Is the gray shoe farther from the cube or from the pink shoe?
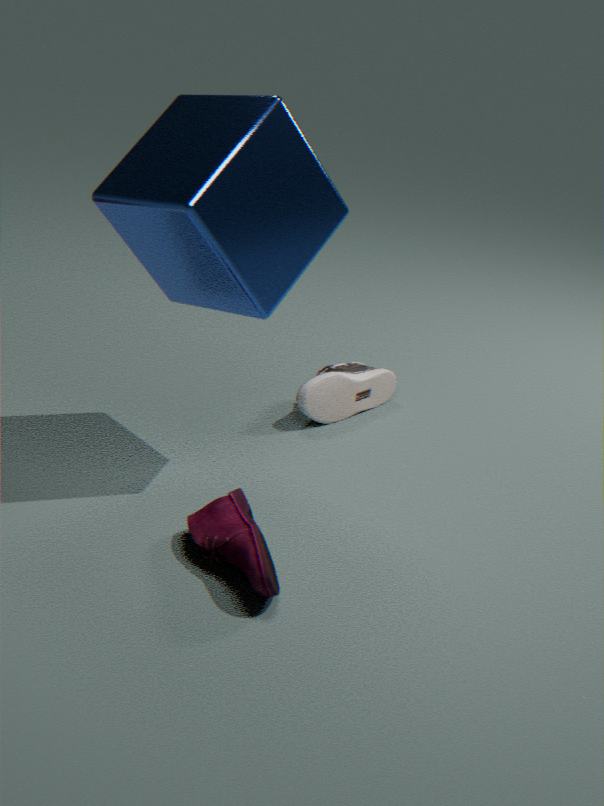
the pink shoe
